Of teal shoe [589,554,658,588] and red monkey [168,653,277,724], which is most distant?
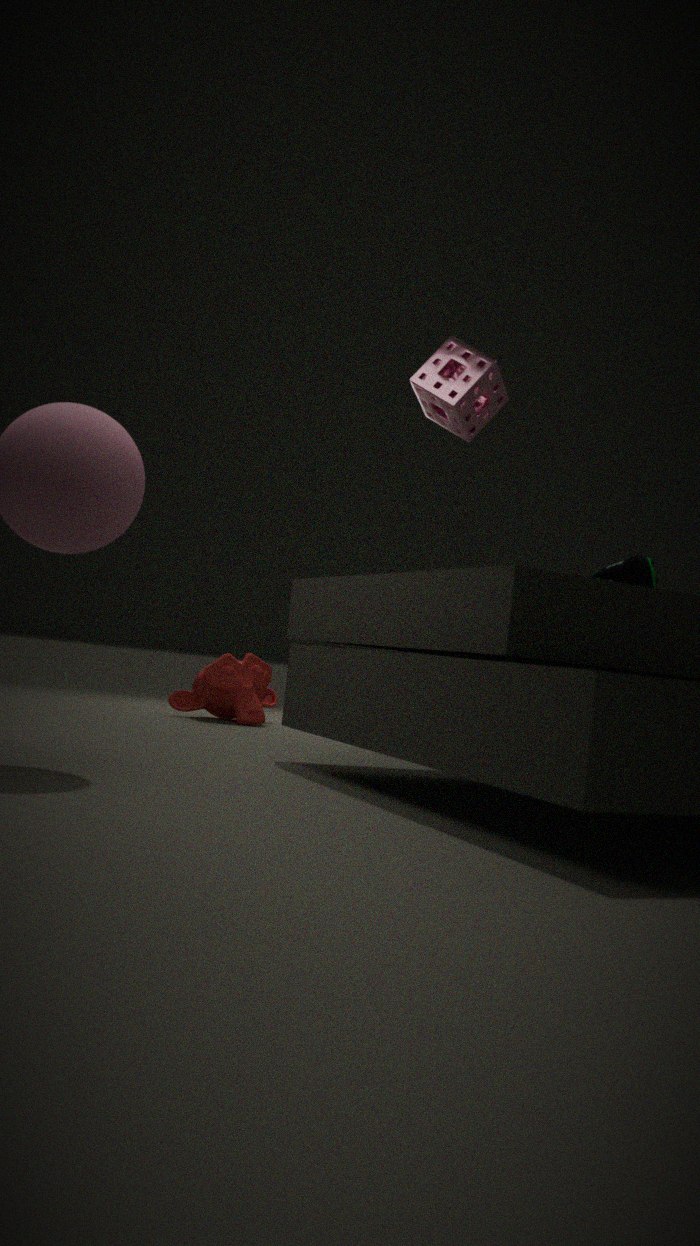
red monkey [168,653,277,724]
